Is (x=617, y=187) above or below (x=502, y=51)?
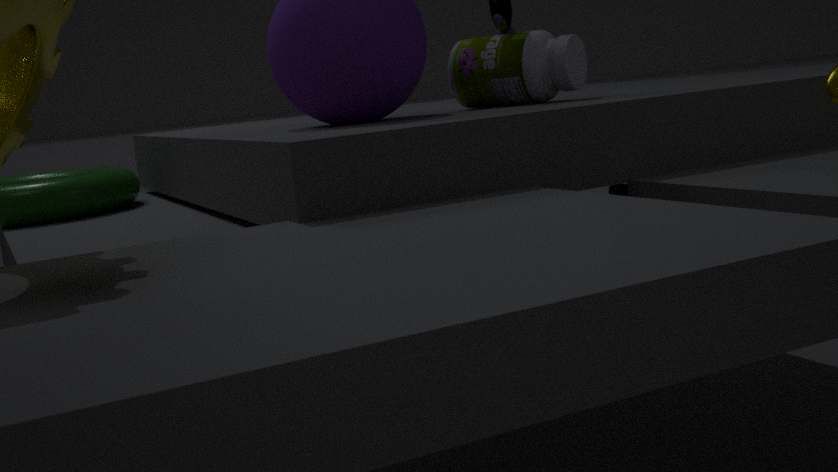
below
